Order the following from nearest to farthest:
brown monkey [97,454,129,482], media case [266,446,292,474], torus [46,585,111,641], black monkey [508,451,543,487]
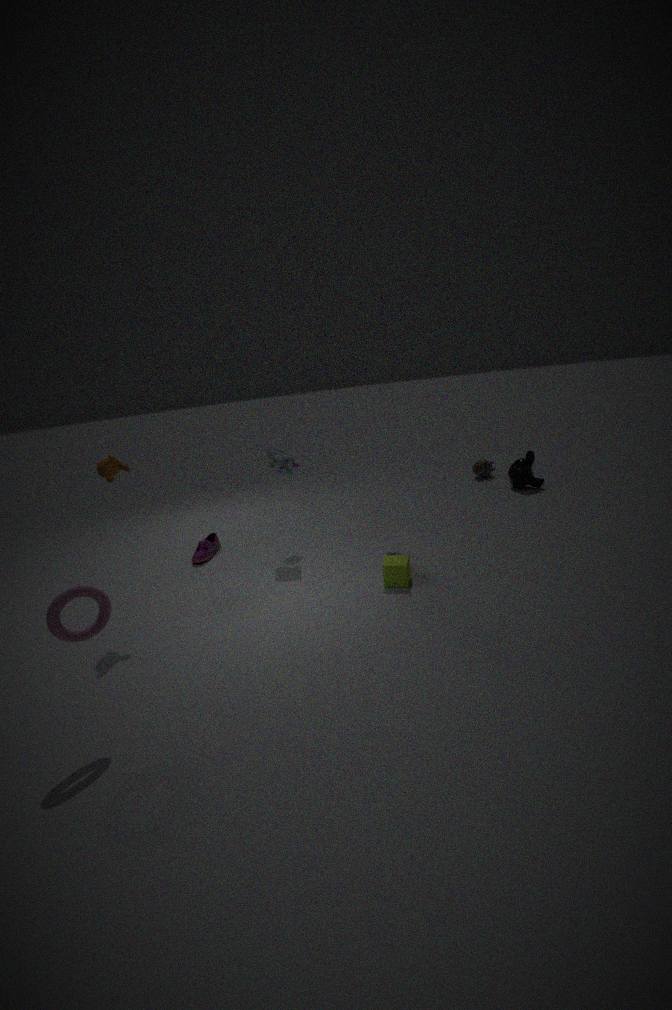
torus [46,585,111,641] → brown monkey [97,454,129,482] → media case [266,446,292,474] → black monkey [508,451,543,487]
